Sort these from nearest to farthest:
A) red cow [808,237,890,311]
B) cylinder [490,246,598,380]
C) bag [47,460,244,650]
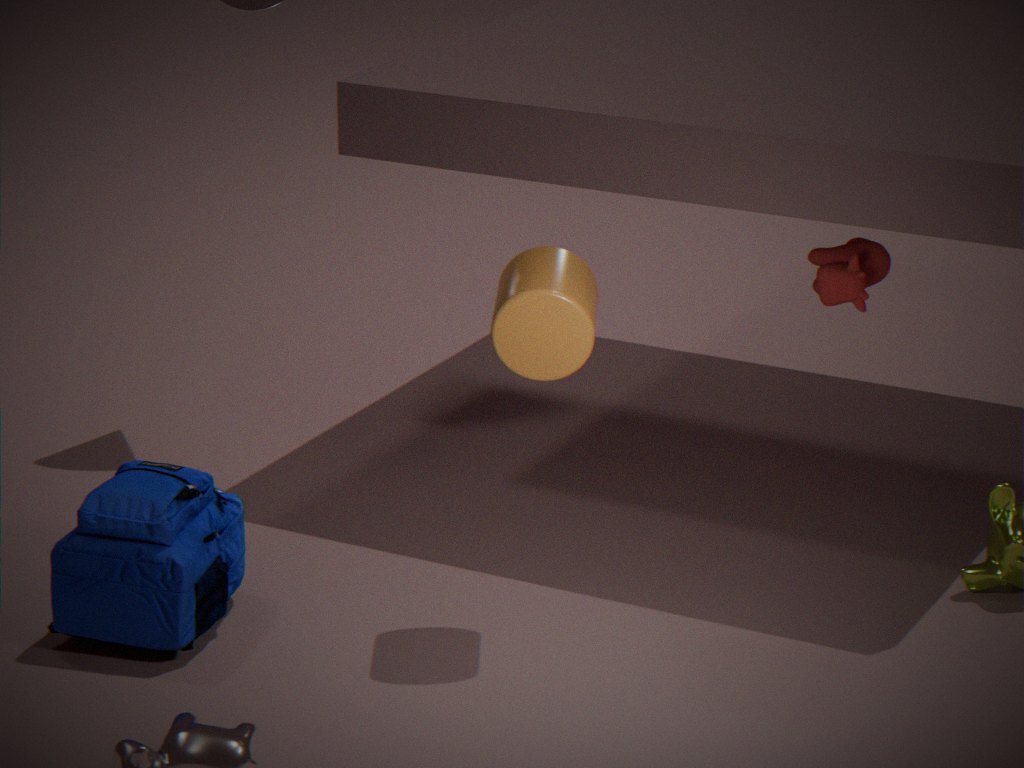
1. cylinder [490,246,598,380]
2. bag [47,460,244,650]
3. red cow [808,237,890,311]
